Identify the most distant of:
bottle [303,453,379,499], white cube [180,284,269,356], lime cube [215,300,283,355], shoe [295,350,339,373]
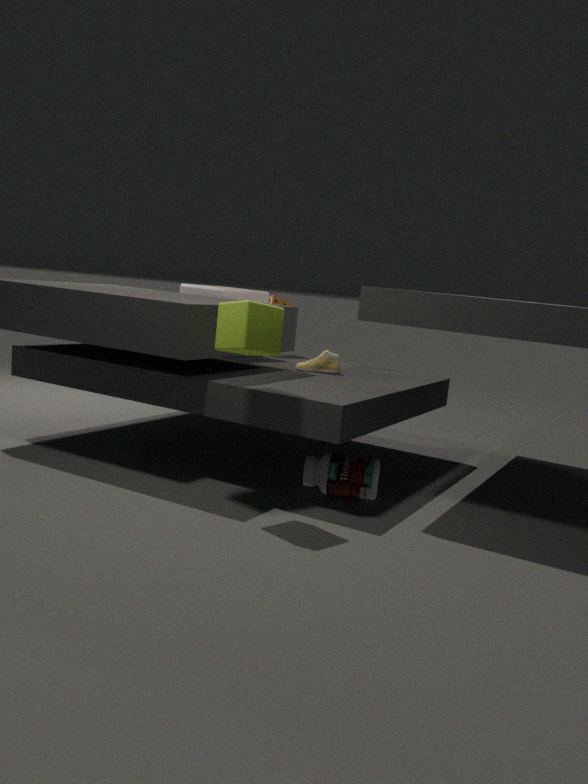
white cube [180,284,269,356]
